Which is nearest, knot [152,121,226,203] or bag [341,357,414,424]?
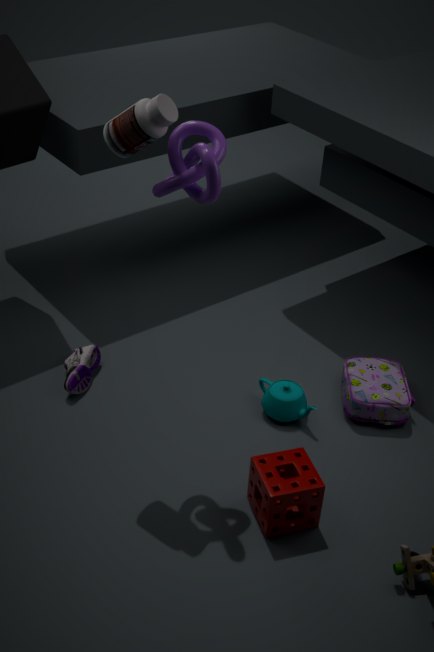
knot [152,121,226,203]
